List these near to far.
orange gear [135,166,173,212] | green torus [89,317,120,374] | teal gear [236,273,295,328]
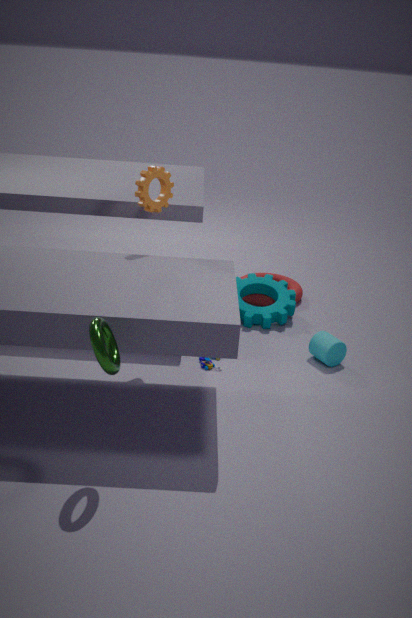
green torus [89,317,120,374] → orange gear [135,166,173,212] → teal gear [236,273,295,328]
